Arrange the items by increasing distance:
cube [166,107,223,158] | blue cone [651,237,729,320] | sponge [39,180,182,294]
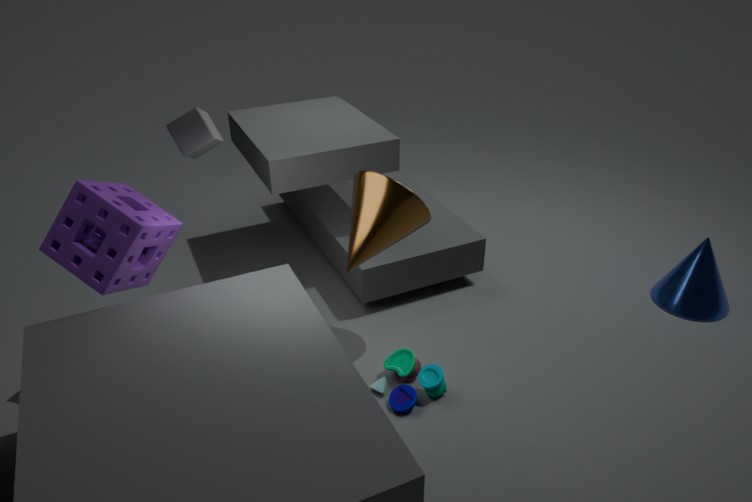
1. sponge [39,180,182,294]
2. cube [166,107,223,158]
3. blue cone [651,237,729,320]
